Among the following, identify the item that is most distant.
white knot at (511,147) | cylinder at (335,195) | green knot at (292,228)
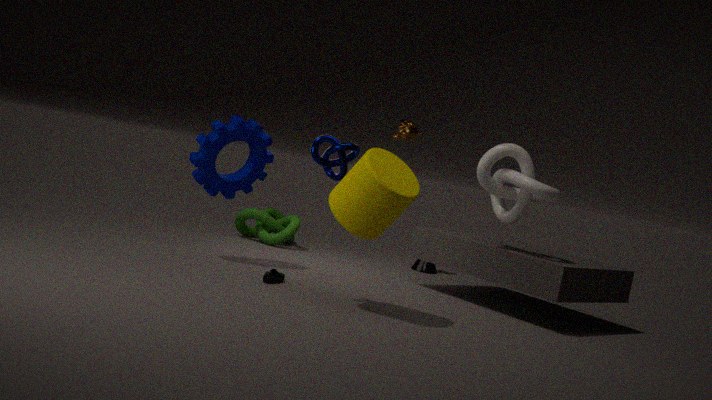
green knot at (292,228)
